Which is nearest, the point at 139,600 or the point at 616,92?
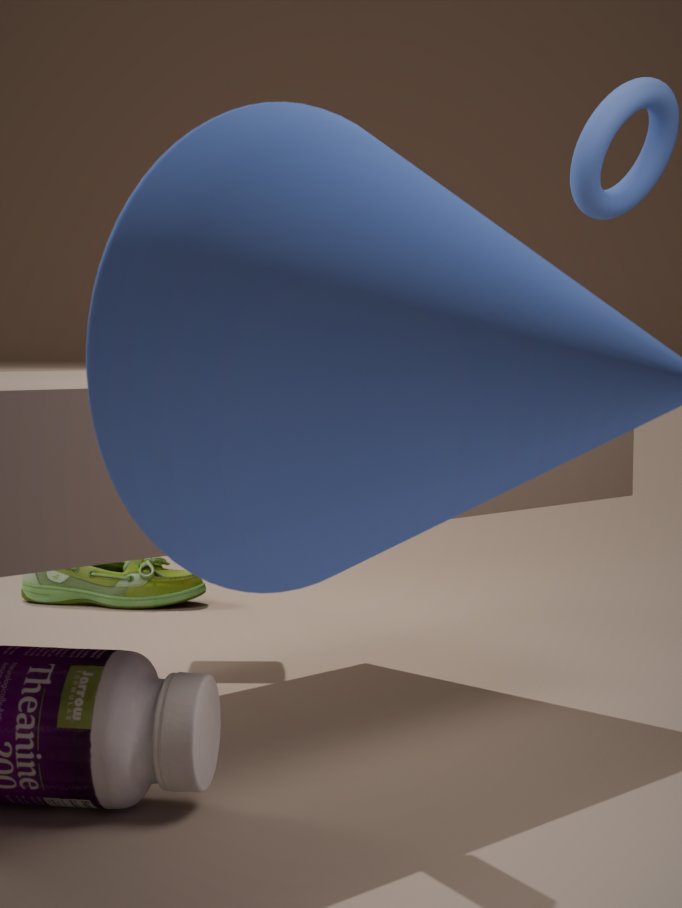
the point at 616,92
